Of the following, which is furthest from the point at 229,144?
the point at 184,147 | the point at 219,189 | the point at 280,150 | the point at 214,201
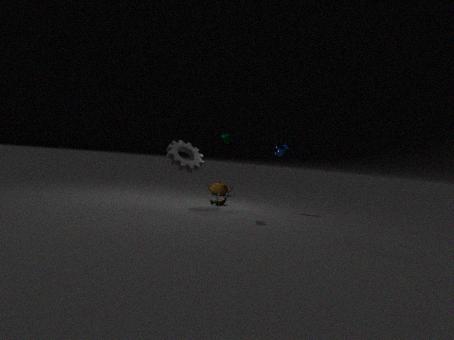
the point at 219,189
